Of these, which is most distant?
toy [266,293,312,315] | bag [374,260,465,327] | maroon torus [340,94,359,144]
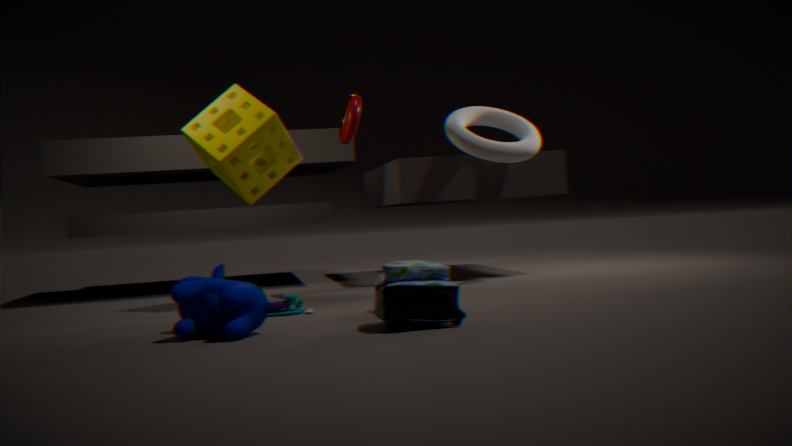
maroon torus [340,94,359,144]
